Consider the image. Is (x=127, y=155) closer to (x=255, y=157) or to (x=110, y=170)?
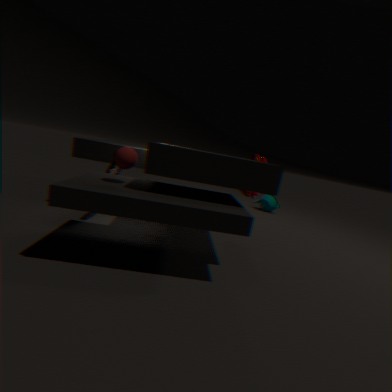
(x=110, y=170)
